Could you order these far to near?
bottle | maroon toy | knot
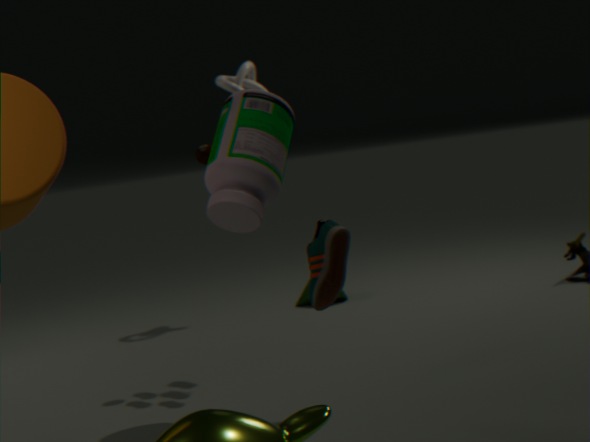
knot, maroon toy, bottle
